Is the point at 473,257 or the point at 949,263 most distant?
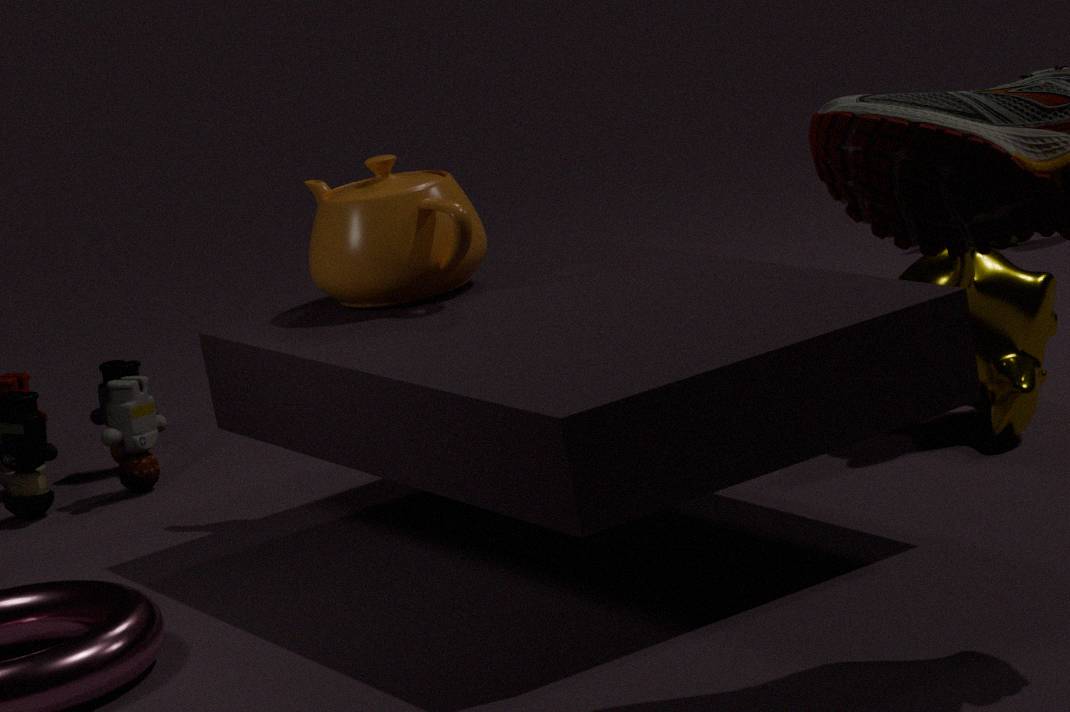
the point at 473,257
